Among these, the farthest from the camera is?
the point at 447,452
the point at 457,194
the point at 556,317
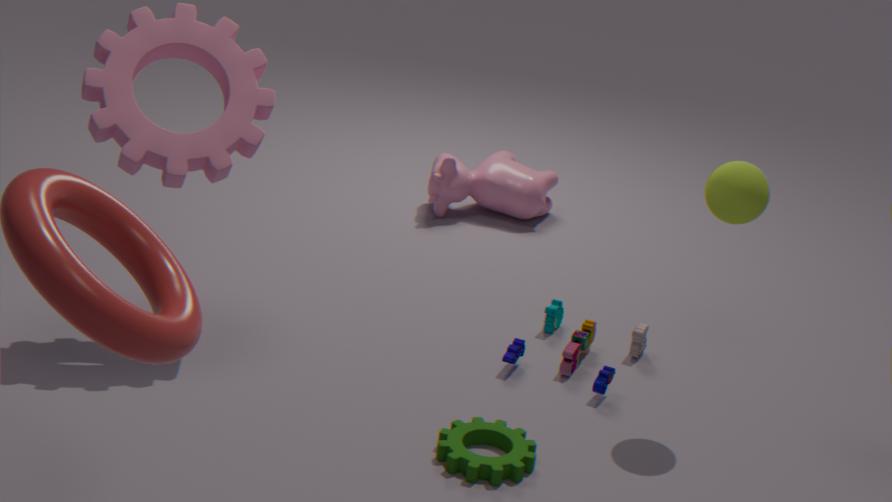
the point at 457,194
